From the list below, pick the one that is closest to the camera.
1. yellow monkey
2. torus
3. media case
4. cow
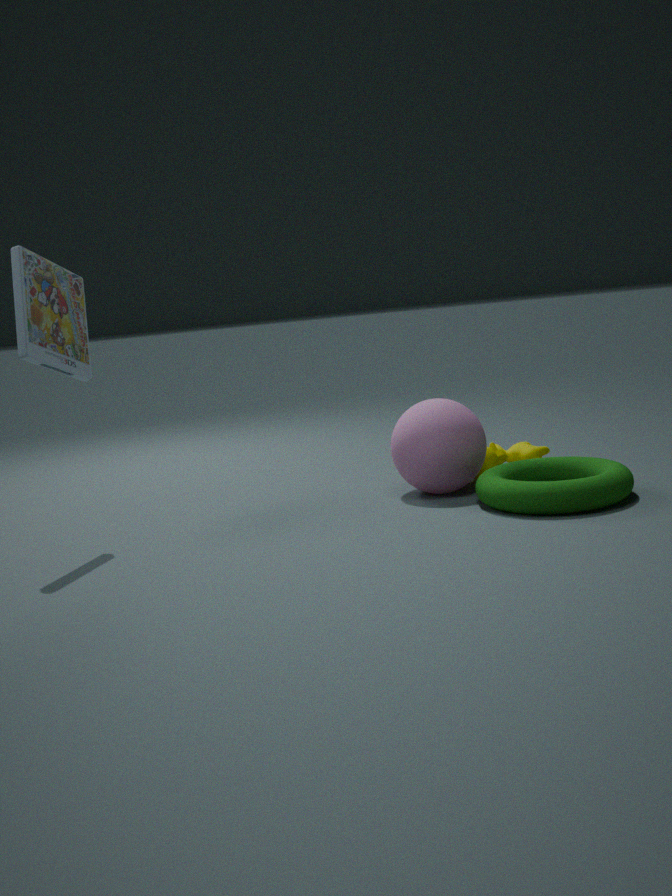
torus
